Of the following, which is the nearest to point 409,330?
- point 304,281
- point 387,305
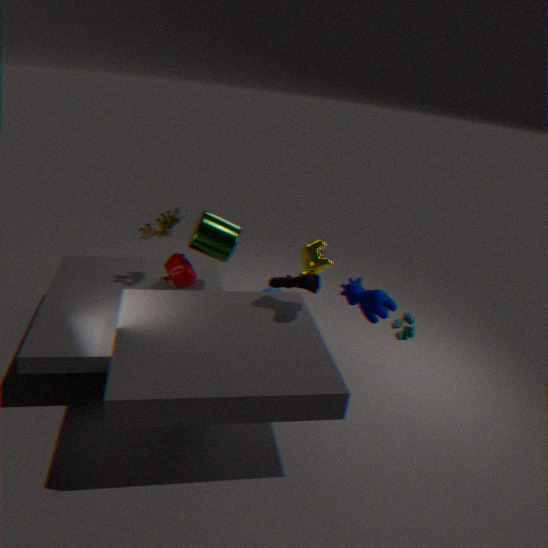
point 387,305
